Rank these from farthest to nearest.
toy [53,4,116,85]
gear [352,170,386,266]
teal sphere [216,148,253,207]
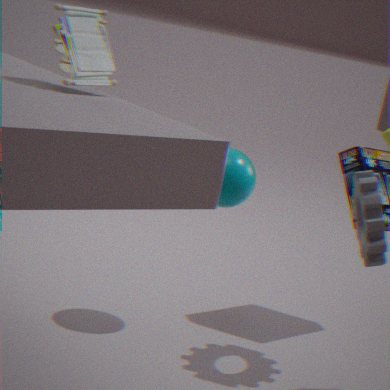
teal sphere [216,148,253,207], gear [352,170,386,266], toy [53,4,116,85]
